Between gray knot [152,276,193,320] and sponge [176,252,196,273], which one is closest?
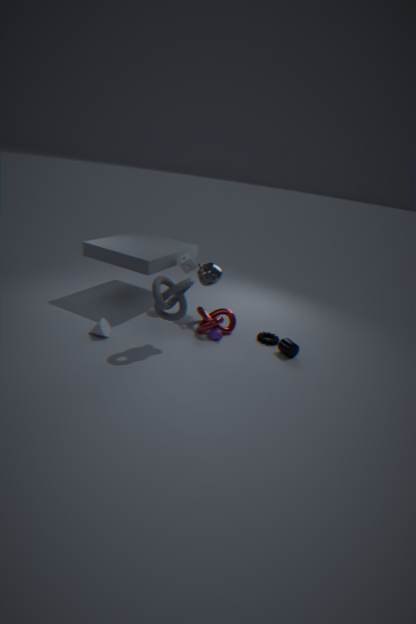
gray knot [152,276,193,320]
